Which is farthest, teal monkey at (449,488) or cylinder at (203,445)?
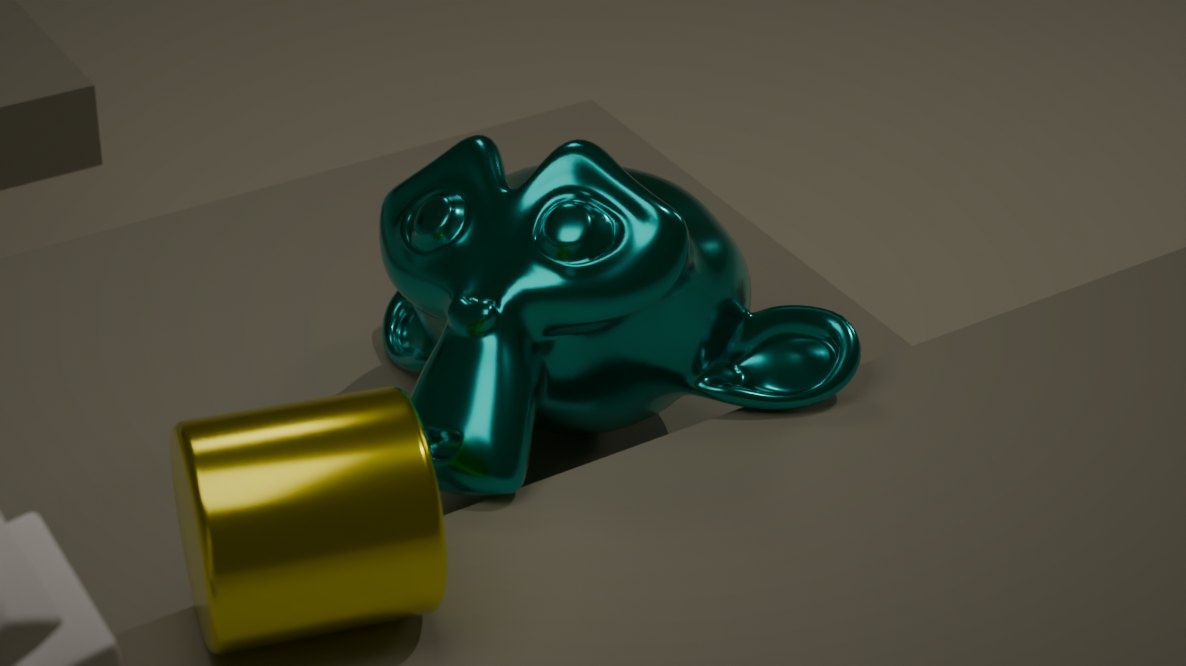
teal monkey at (449,488)
